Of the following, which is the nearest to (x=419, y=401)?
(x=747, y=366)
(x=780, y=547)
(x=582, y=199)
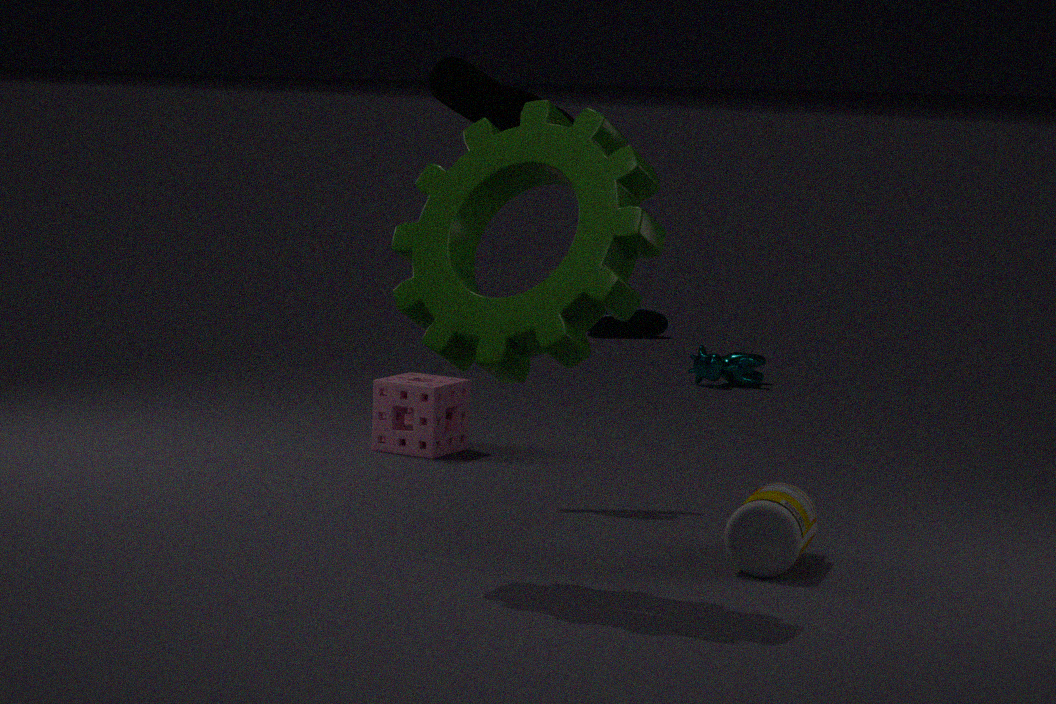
(x=780, y=547)
